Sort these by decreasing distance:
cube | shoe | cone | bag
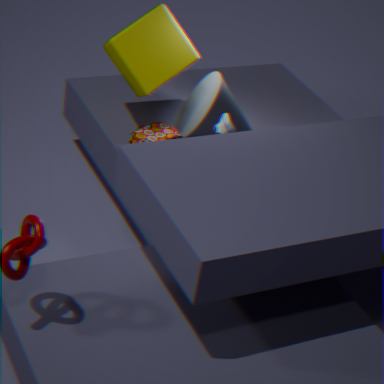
cone, bag, cube, shoe
